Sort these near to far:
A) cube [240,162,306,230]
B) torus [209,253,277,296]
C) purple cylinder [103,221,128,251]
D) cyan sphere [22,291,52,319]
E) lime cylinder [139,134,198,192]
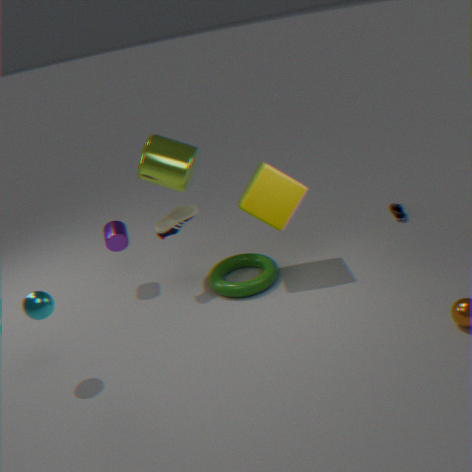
cyan sphere [22,291,52,319]
cube [240,162,306,230]
lime cylinder [139,134,198,192]
torus [209,253,277,296]
purple cylinder [103,221,128,251]
